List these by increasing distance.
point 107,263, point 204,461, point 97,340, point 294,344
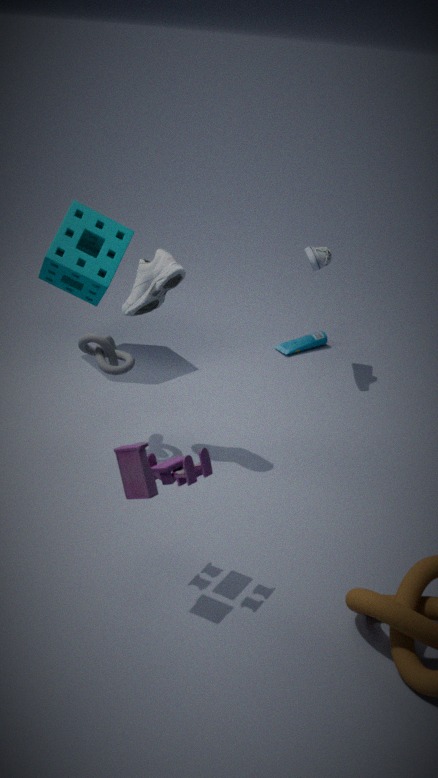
1. point 204,461
2. point 97,340
3. point 107,263
4. point 294,344
